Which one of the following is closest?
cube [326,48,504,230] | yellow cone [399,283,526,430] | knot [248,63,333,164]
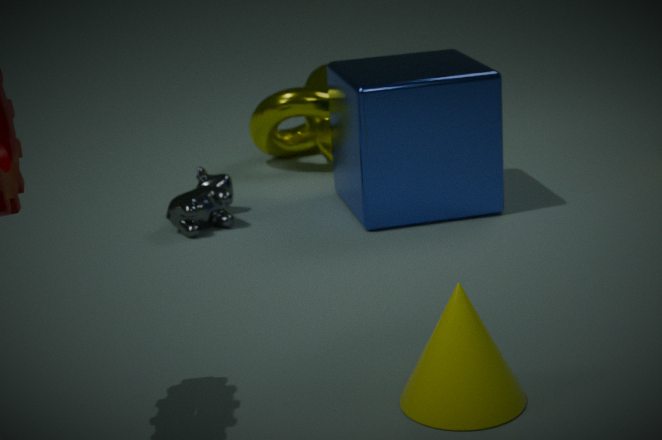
yellow cone [399,283,526,430]
